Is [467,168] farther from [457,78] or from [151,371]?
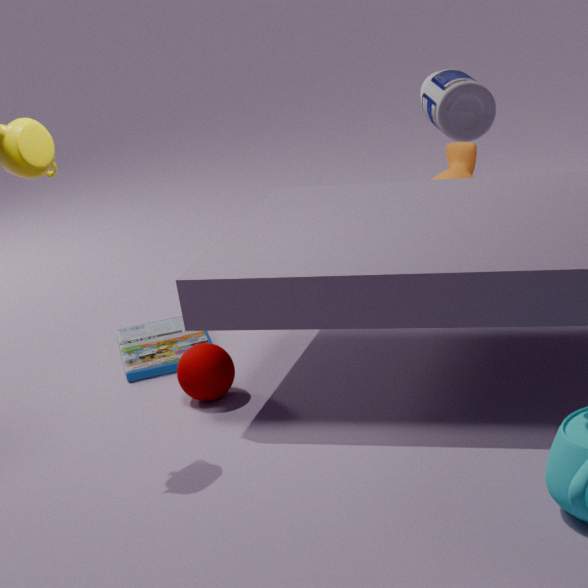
[457,78]
